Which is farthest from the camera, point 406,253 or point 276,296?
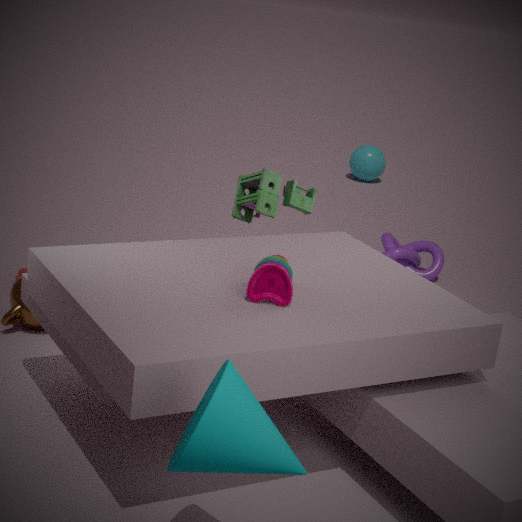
point 406,253
